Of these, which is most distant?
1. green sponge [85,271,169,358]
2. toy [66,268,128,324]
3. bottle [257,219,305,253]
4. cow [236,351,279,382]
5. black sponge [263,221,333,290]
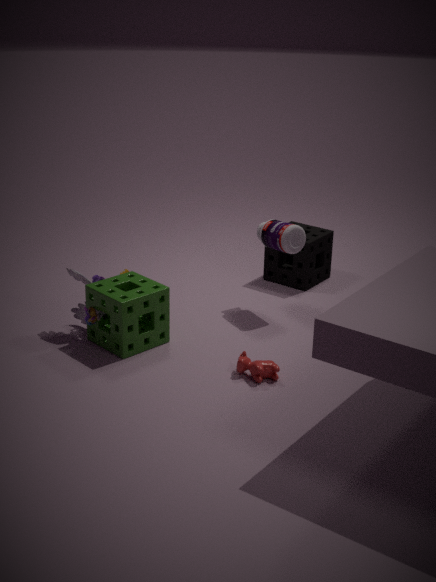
black sponge [263,221,333,290]
